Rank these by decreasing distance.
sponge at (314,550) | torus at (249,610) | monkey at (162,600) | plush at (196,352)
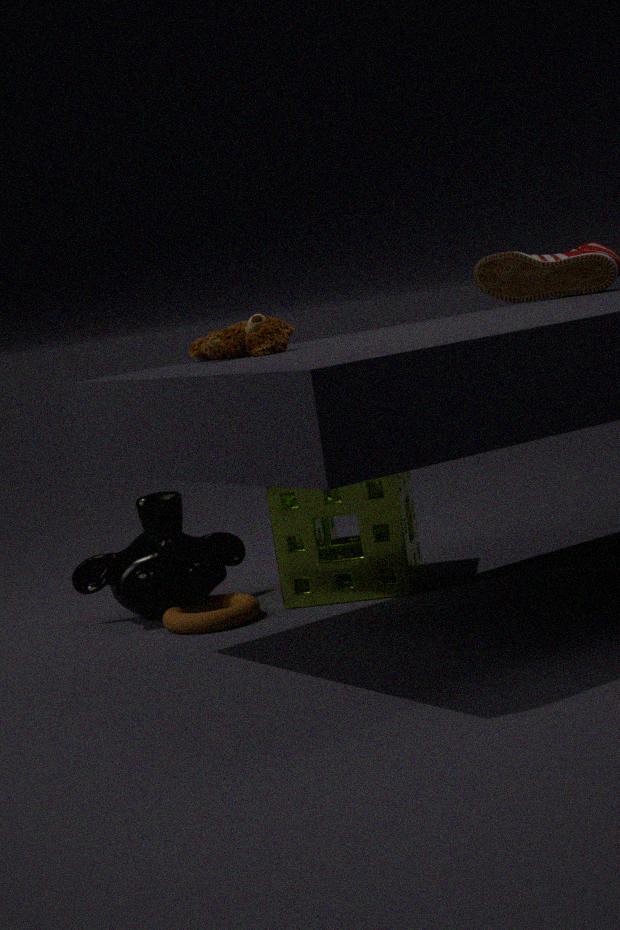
1. monkey at (162,600)
2. sponge at (314,550)
3. torus at (249,610)
4. plush at (196,352)
